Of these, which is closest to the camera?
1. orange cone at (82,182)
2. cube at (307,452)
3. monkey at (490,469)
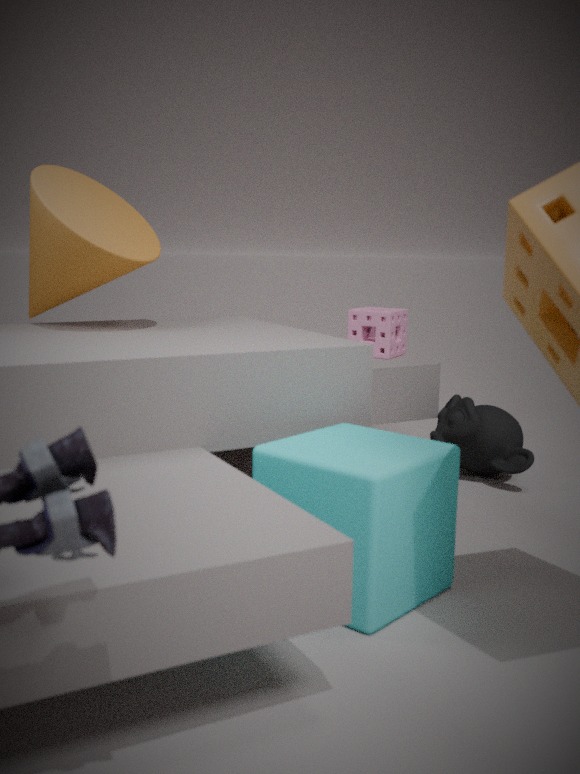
cube at (307,452)
